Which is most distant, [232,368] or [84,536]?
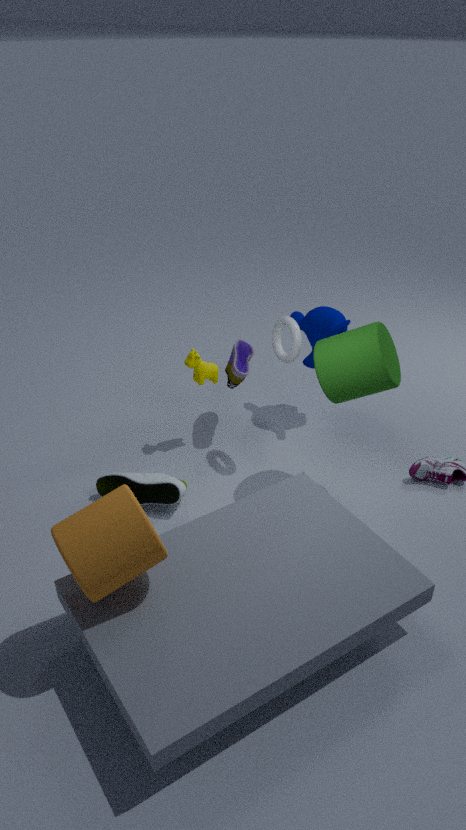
[232,368]
